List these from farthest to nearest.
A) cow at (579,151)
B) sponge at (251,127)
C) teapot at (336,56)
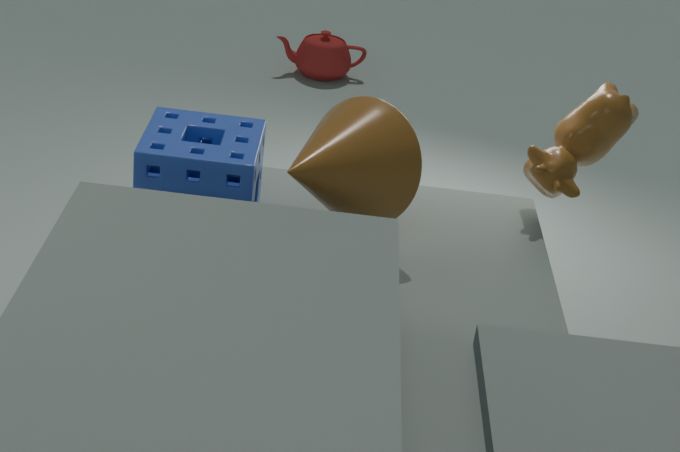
1. teapot at (336,56)
2. cow at (579,151)
3. sponge at (251,127)
